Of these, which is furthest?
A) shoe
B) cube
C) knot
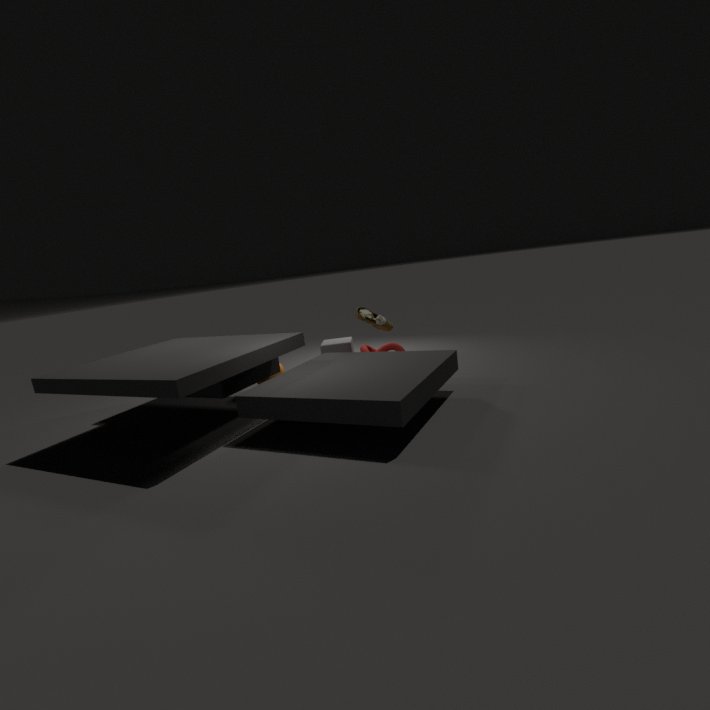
cube
